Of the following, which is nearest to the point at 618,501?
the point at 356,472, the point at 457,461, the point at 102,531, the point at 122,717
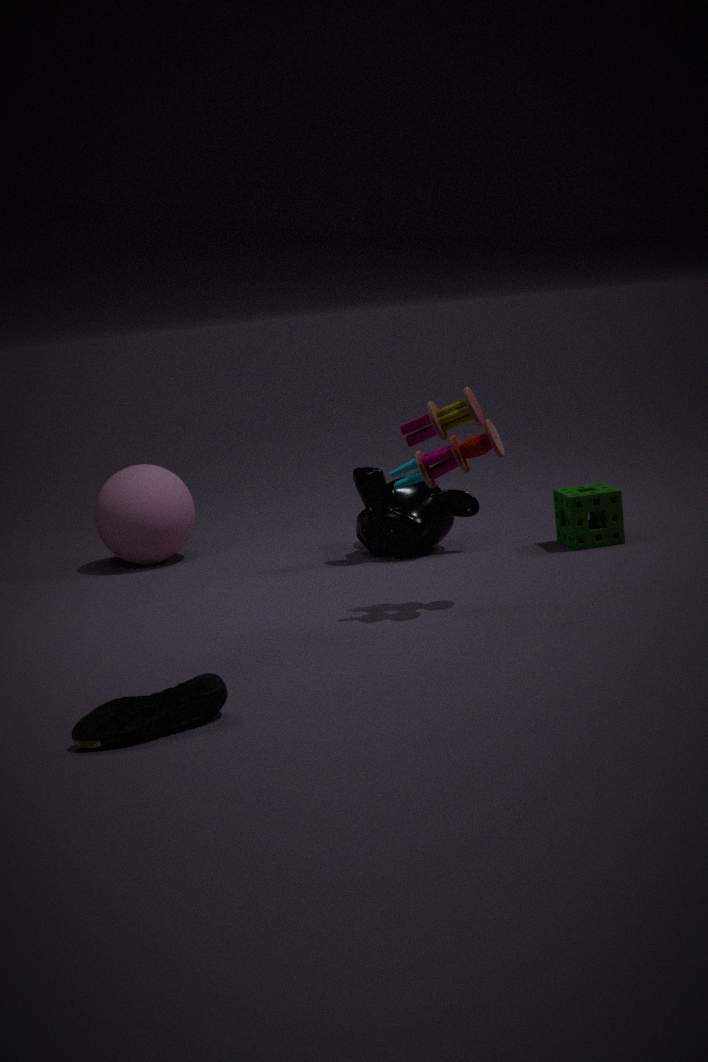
the point at 356,472
